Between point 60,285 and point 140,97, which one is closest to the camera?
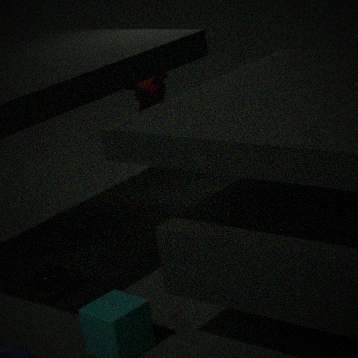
point 60,285
